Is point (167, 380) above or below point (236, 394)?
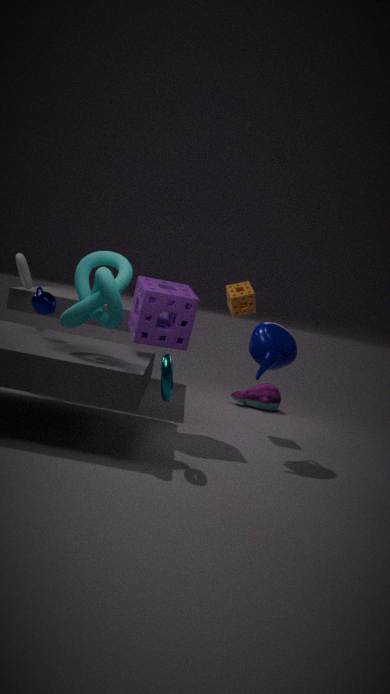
above
